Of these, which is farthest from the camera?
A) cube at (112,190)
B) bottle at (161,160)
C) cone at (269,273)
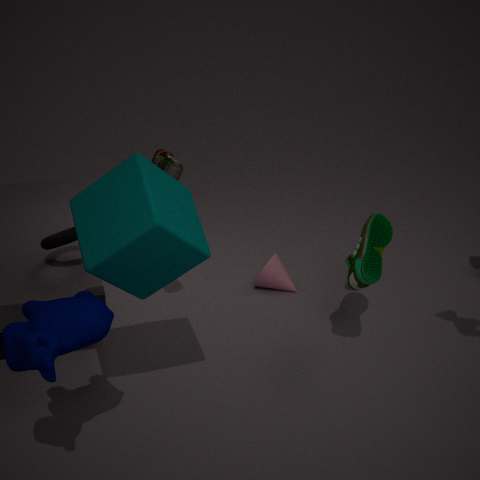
cone at (269,273)
